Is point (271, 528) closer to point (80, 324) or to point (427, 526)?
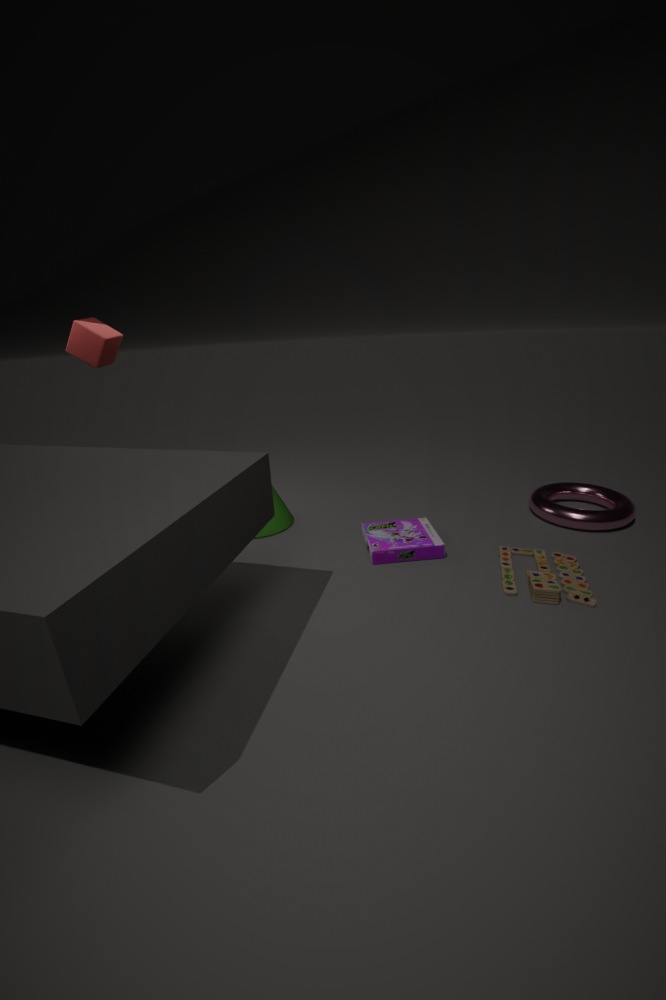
point (427, 526)
